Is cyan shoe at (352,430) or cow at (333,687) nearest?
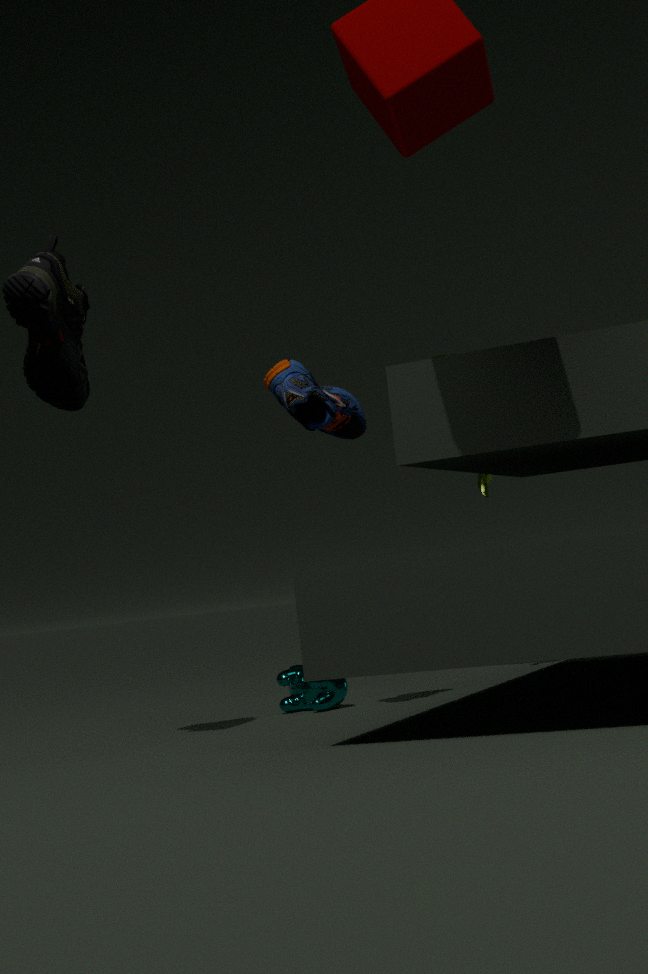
cyan shoe at (352,430)
